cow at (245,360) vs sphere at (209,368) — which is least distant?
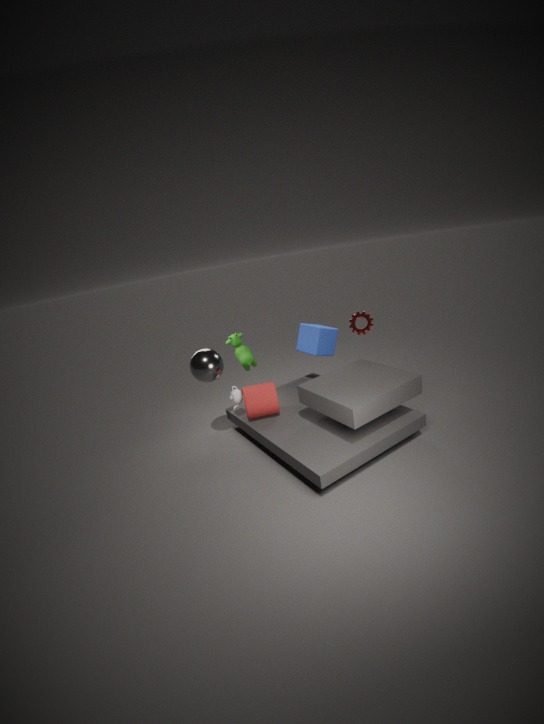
sphere at (209,368)
